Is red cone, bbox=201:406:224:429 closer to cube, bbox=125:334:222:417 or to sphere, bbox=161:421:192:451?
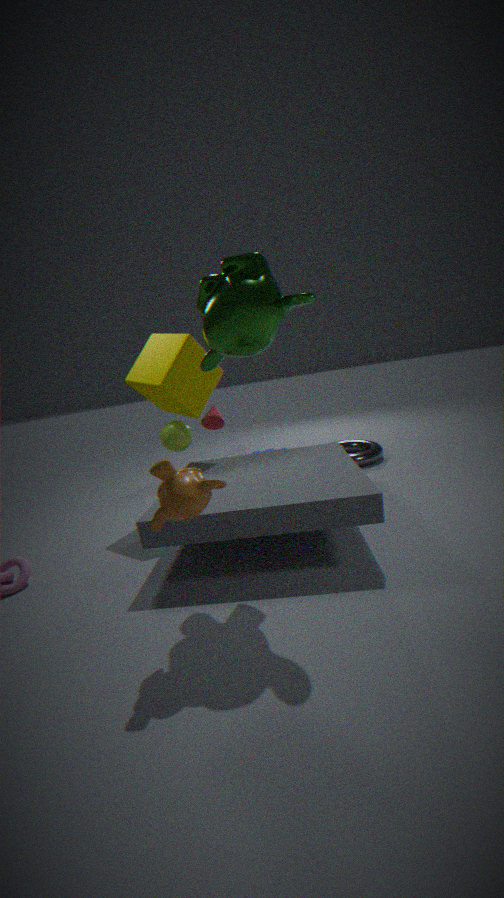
cube, bbox=125:334:222:417
